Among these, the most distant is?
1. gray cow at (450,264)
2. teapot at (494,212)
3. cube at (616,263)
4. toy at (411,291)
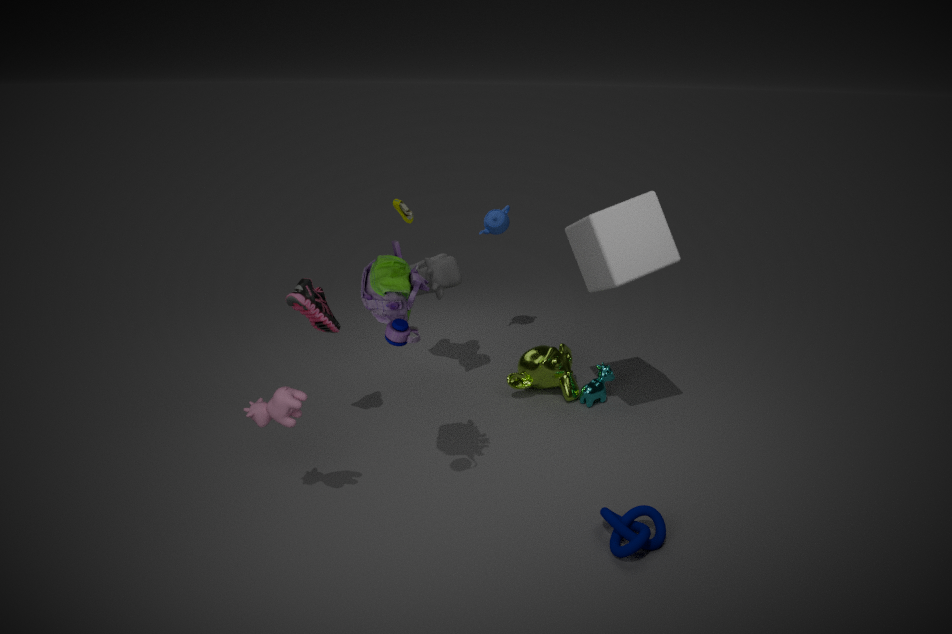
teapot at (494,212)
